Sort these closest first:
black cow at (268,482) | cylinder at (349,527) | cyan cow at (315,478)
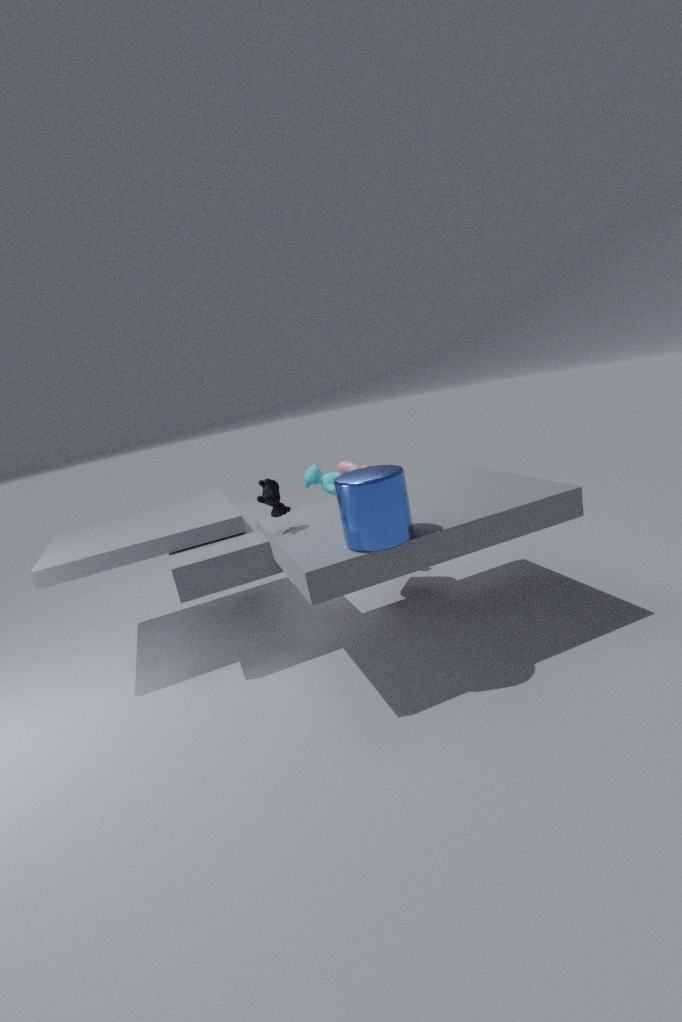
cylinder at (349,527), black cow at (268,482), cyan cow at (315,478)
